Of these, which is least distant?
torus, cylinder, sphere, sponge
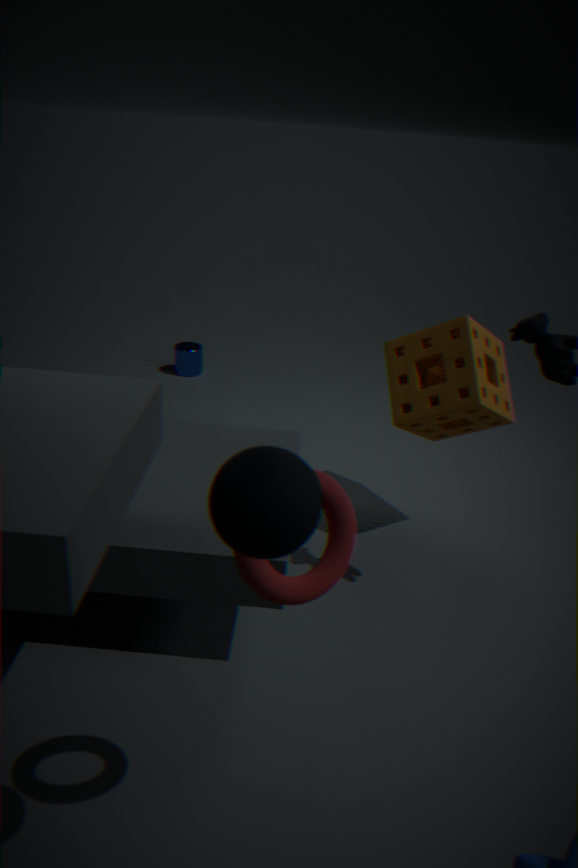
sphere
